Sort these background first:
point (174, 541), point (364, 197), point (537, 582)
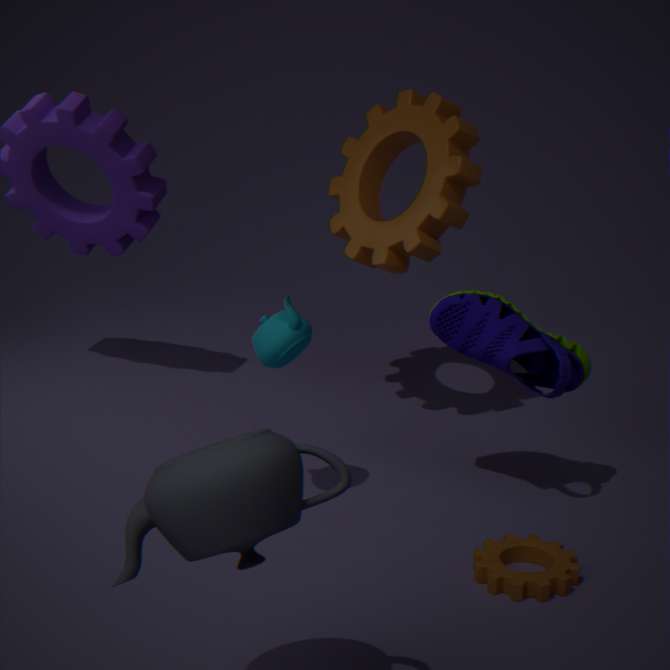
point (364, 197), point (537, 582), point (174, 541)
